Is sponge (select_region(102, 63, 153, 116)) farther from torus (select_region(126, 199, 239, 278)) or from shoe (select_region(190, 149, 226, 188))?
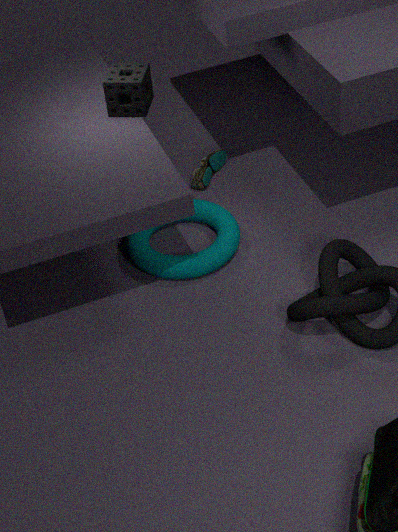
Answer: shoe (select_region(190, 149, 226, 188))
